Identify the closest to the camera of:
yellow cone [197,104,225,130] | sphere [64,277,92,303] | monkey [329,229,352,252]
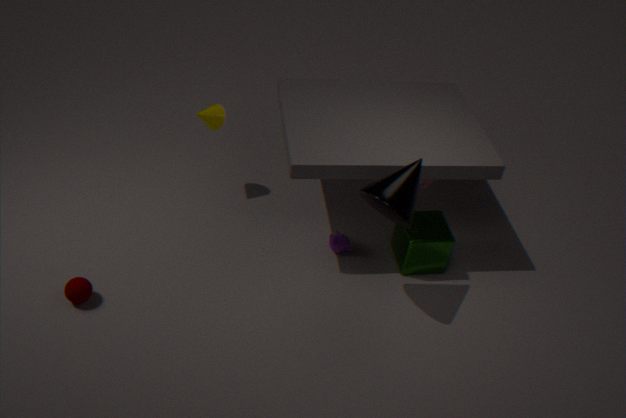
sphere [64,277,92,303]
